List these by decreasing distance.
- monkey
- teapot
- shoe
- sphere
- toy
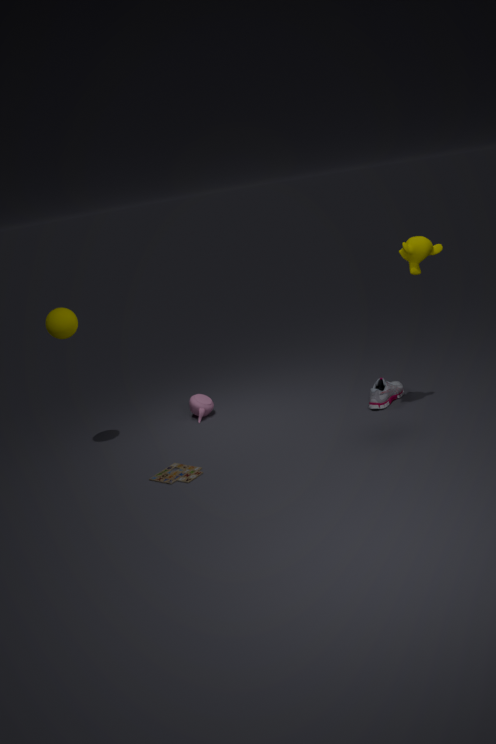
teapot → shoe → sphere → toy → monkey
